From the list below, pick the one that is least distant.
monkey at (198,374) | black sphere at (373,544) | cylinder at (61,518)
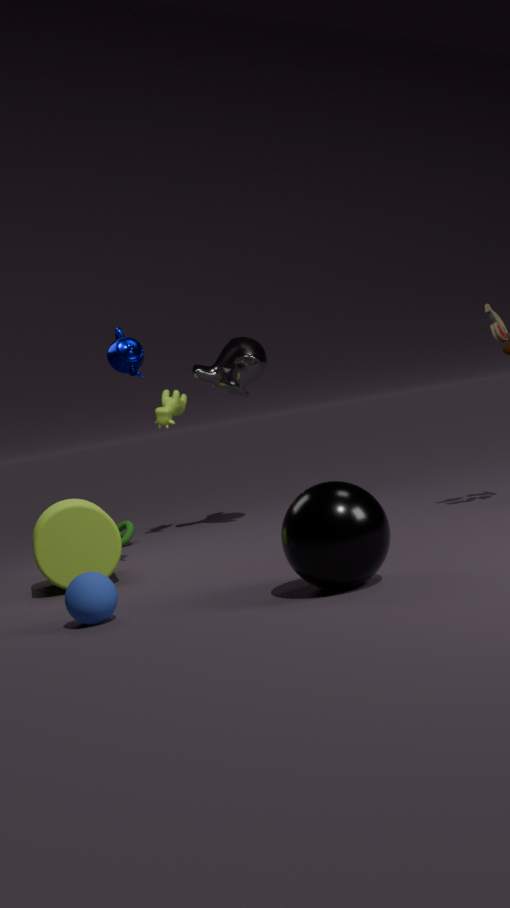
black sphere at (373,544)
